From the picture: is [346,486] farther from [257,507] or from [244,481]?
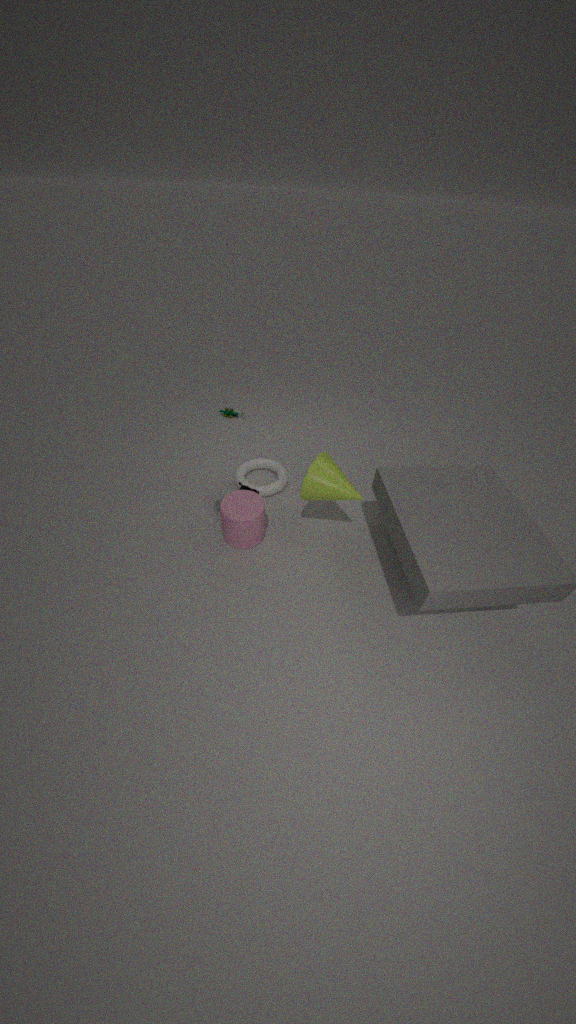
[244,481]
